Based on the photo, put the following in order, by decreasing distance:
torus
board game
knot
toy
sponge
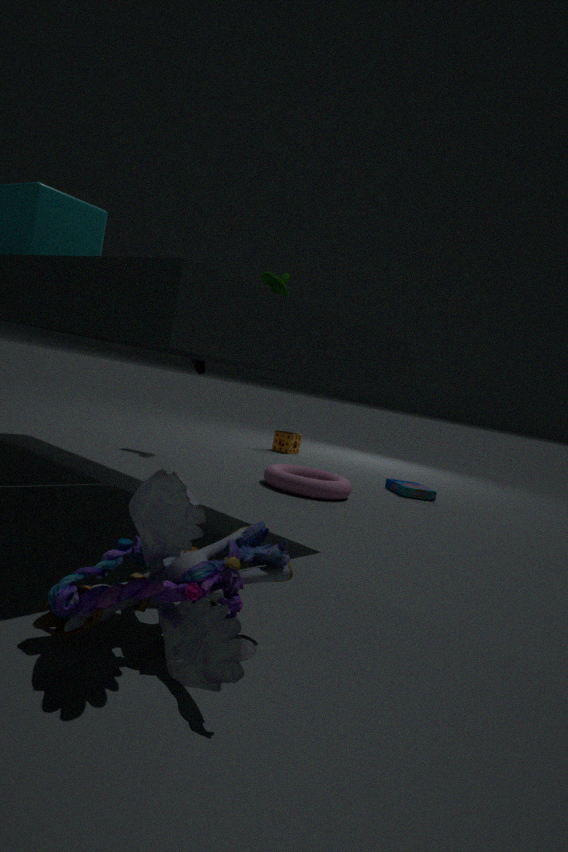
1. sponge
2. board game
3. torus
4. knot
5. toy
